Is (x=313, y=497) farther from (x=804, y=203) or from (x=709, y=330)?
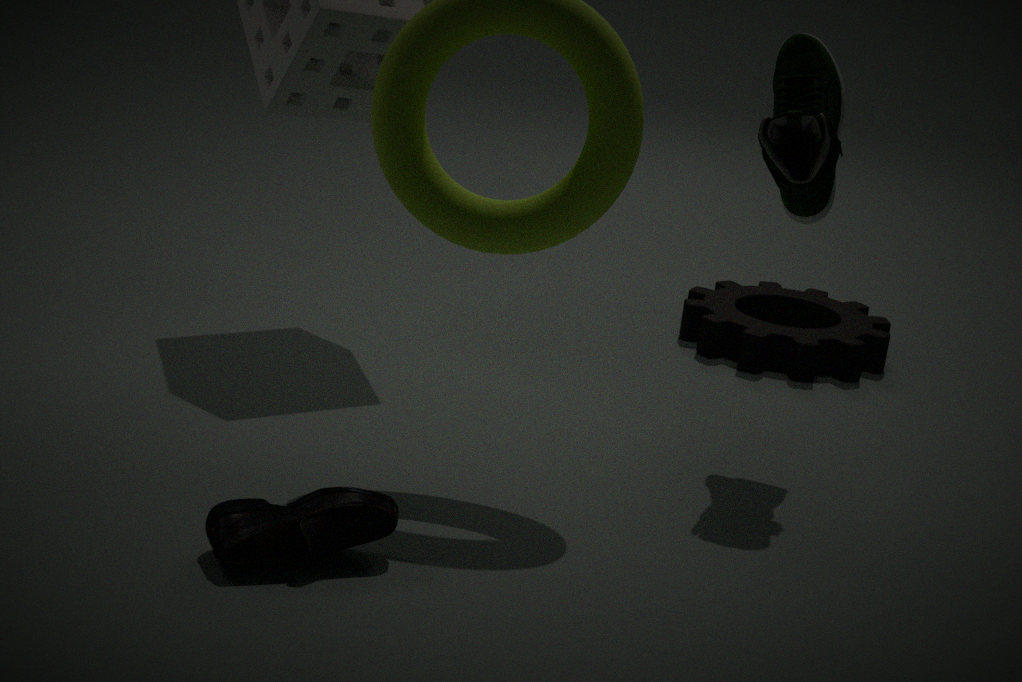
(x=709, y=330)
